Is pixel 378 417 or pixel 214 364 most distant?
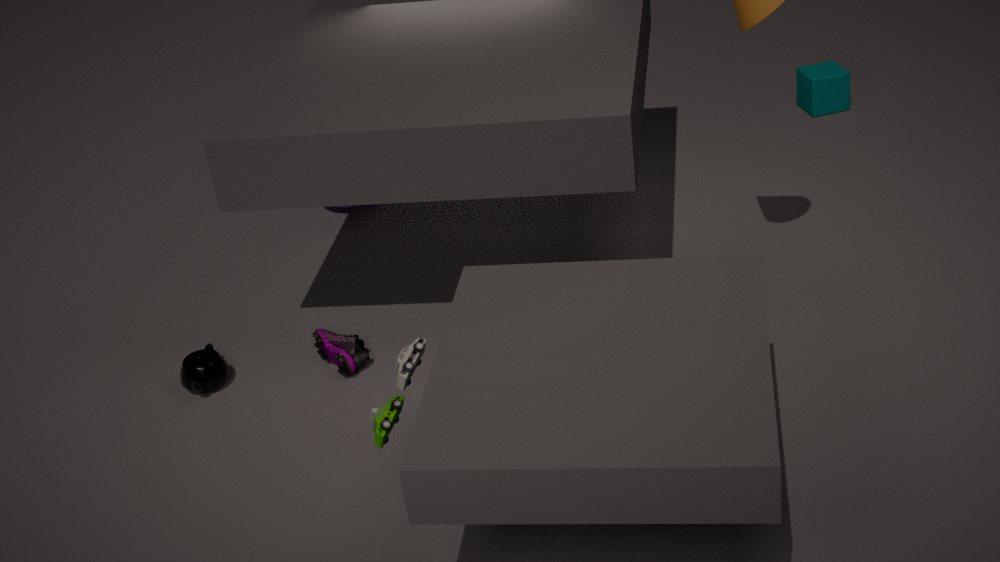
pixel 214 364
